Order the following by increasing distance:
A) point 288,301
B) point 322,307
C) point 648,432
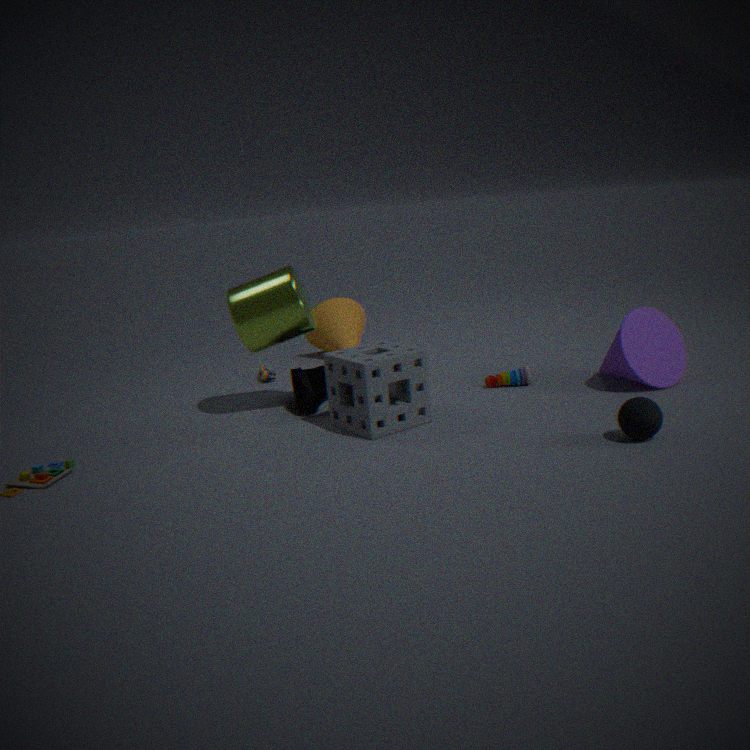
1. C. point 648,432
2. A. point 288,301
3. B. point 322,307
